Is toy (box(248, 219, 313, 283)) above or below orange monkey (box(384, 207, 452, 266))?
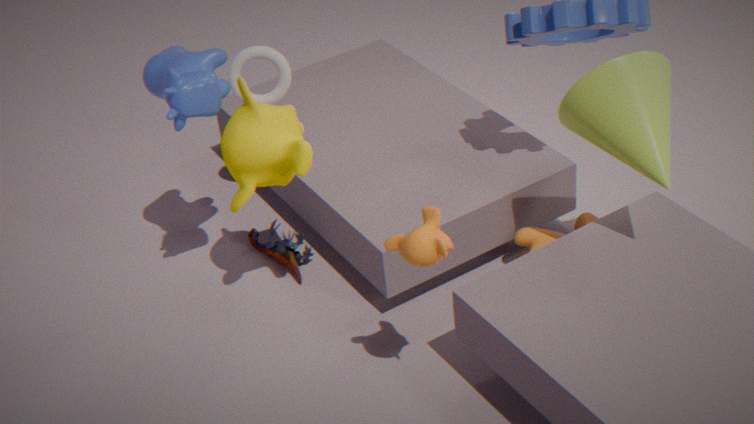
below
